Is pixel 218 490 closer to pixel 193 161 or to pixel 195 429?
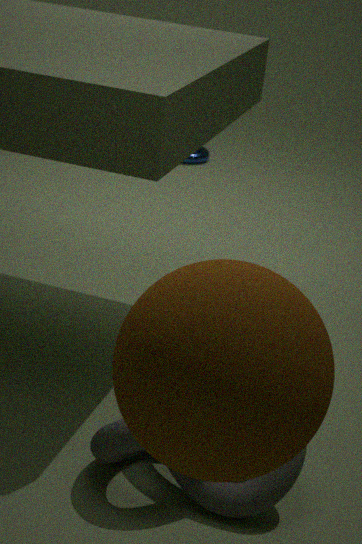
pixel 195 429
